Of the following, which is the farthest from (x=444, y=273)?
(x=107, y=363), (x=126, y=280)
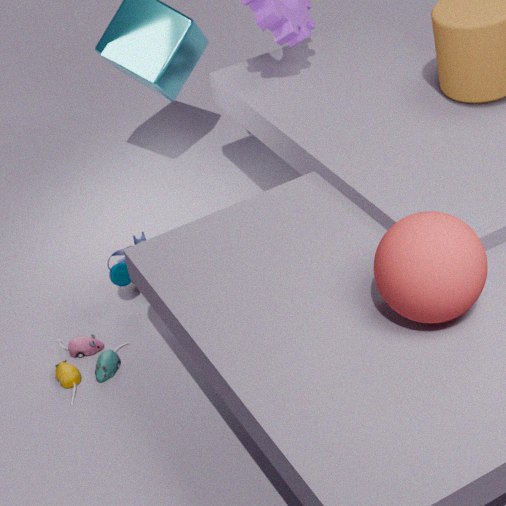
(x=107, y=363)
